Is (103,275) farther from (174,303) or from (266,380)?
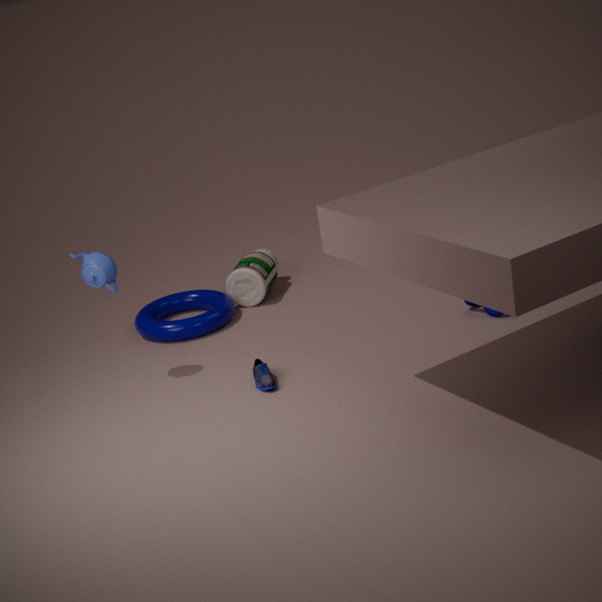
(174,303)
